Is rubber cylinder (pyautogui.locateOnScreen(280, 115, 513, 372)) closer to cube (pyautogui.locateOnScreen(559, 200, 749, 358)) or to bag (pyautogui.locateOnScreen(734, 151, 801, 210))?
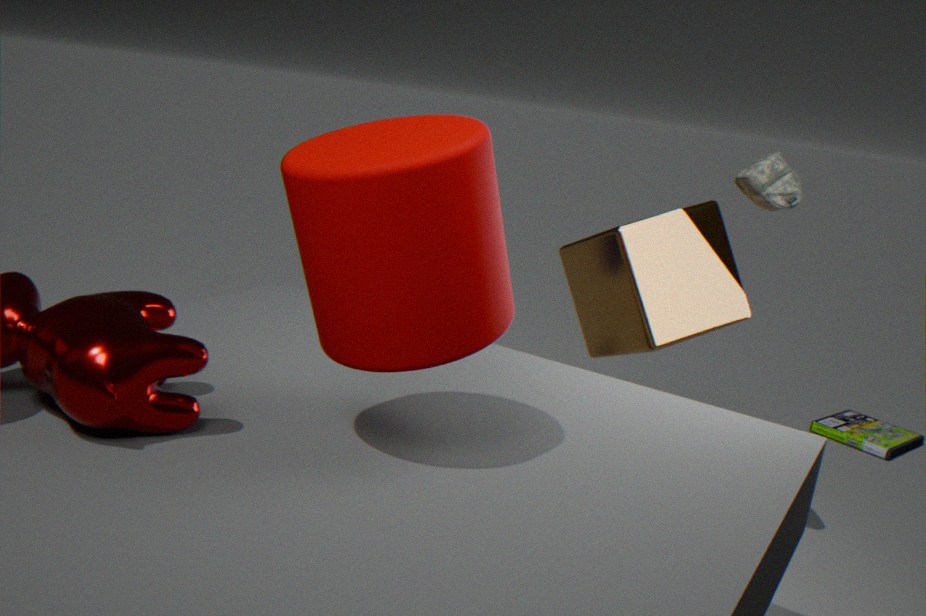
cube (pyautogui.locateOnScreen(559, 200, 749, 358))
